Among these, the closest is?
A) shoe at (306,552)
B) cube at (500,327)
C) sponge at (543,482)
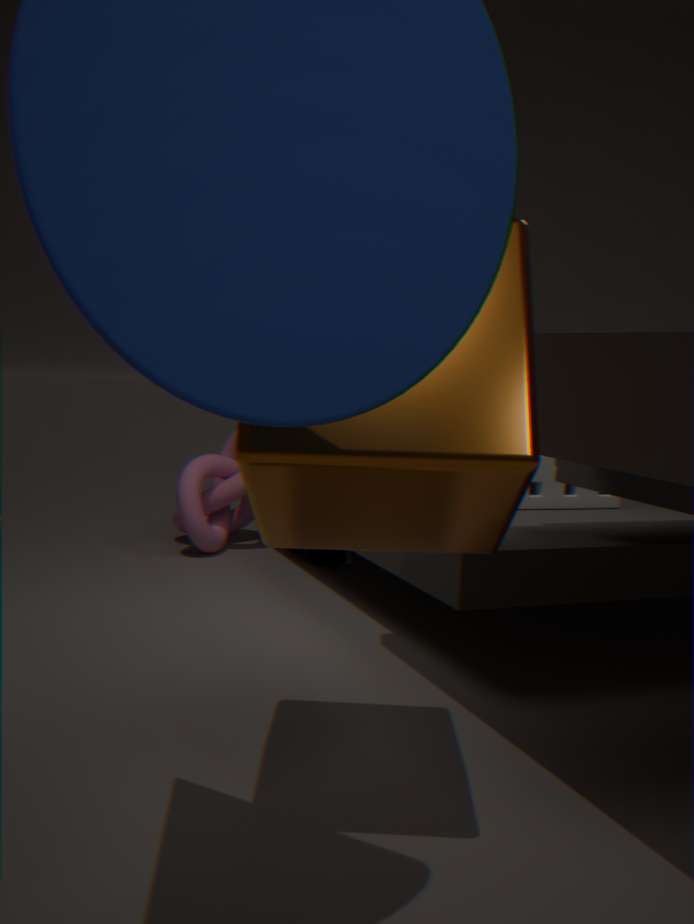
cube at (500,327)
